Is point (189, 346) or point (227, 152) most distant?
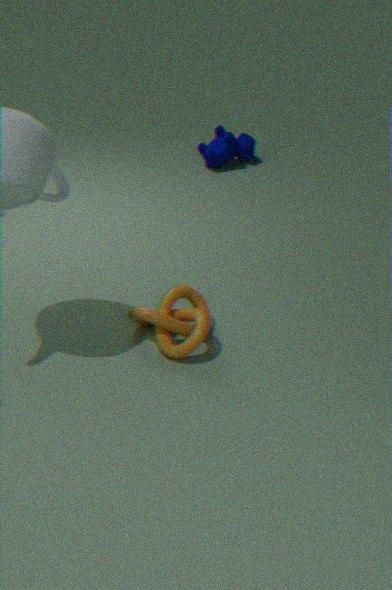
point (227, 152)
